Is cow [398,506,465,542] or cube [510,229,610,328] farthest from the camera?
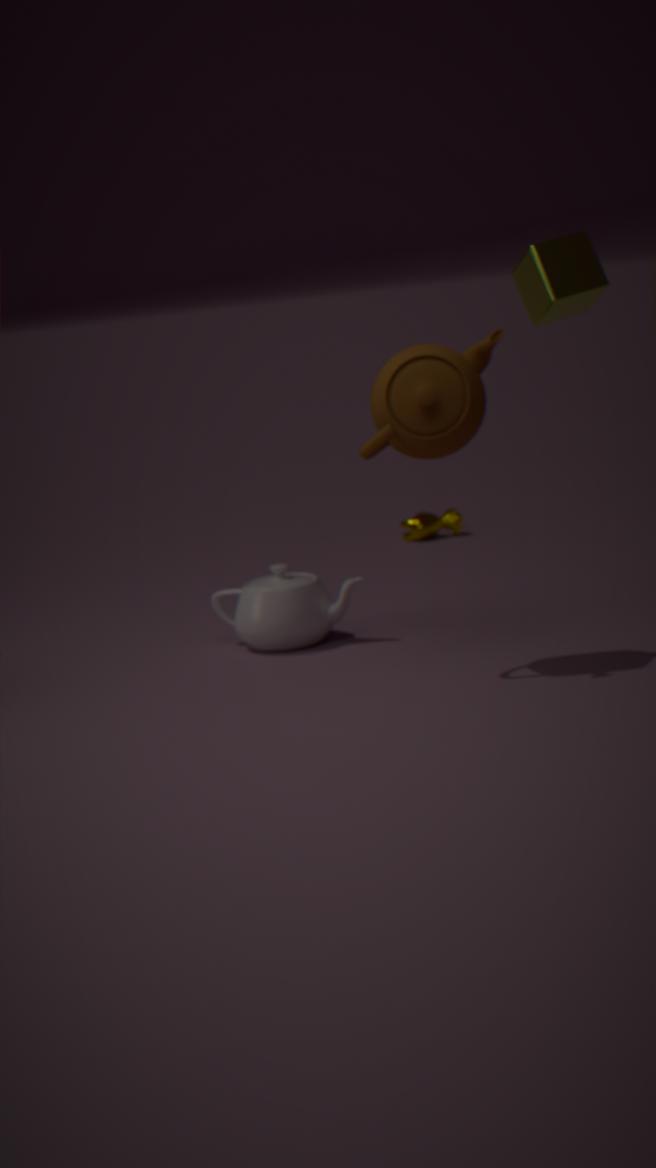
cow [398,506,465,542]
